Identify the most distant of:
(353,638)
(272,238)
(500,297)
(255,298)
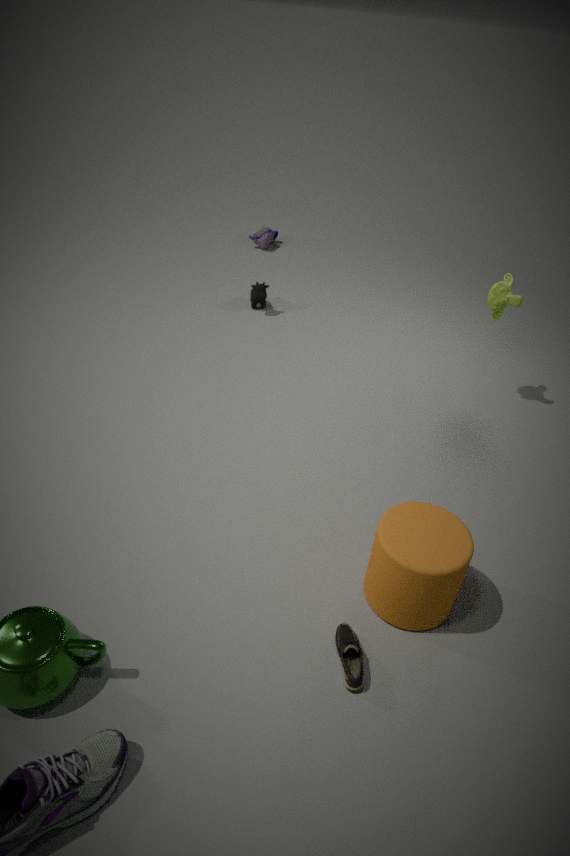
(272,238)
